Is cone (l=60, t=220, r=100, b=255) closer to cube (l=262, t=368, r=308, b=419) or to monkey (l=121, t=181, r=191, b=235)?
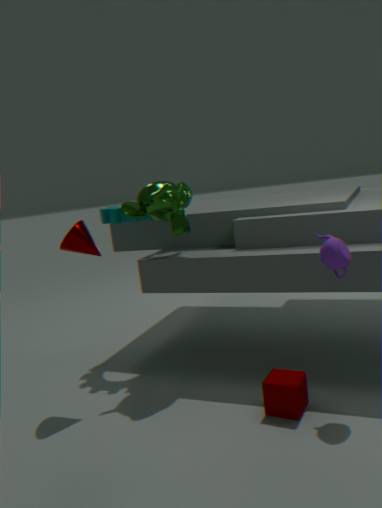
monkey (l=121, t=181, r=191, b=235)
